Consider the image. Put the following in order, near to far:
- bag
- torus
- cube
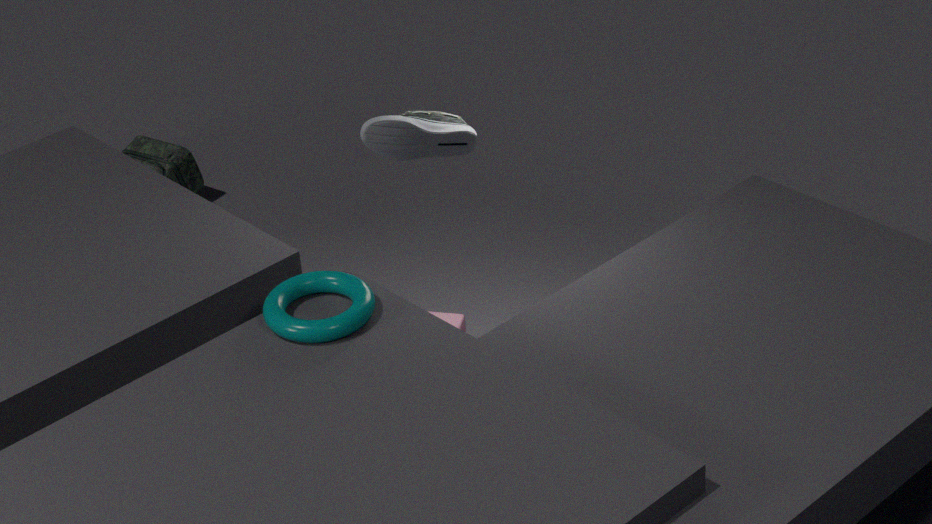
torus → cube → bag
